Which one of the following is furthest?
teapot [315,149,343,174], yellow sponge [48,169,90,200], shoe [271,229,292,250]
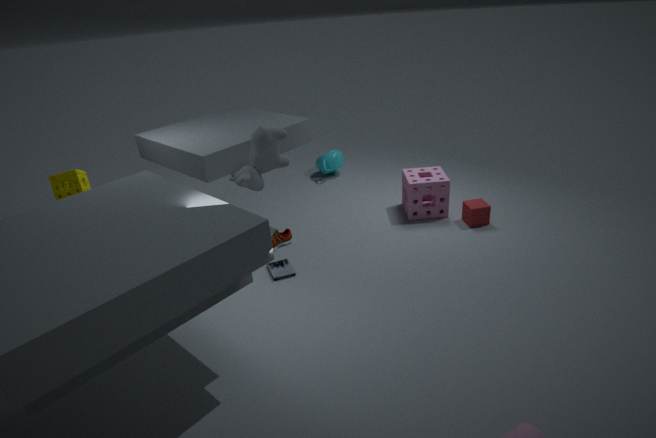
teapot [315,149,343,174]
